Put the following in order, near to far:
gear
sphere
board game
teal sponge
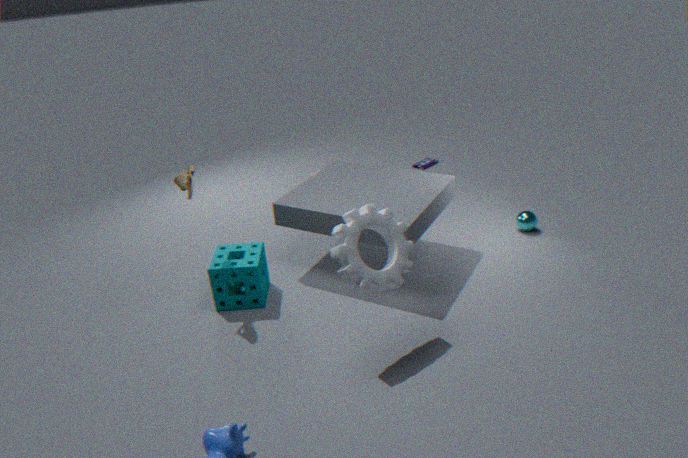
gear → teal sponge → sphere → board game
